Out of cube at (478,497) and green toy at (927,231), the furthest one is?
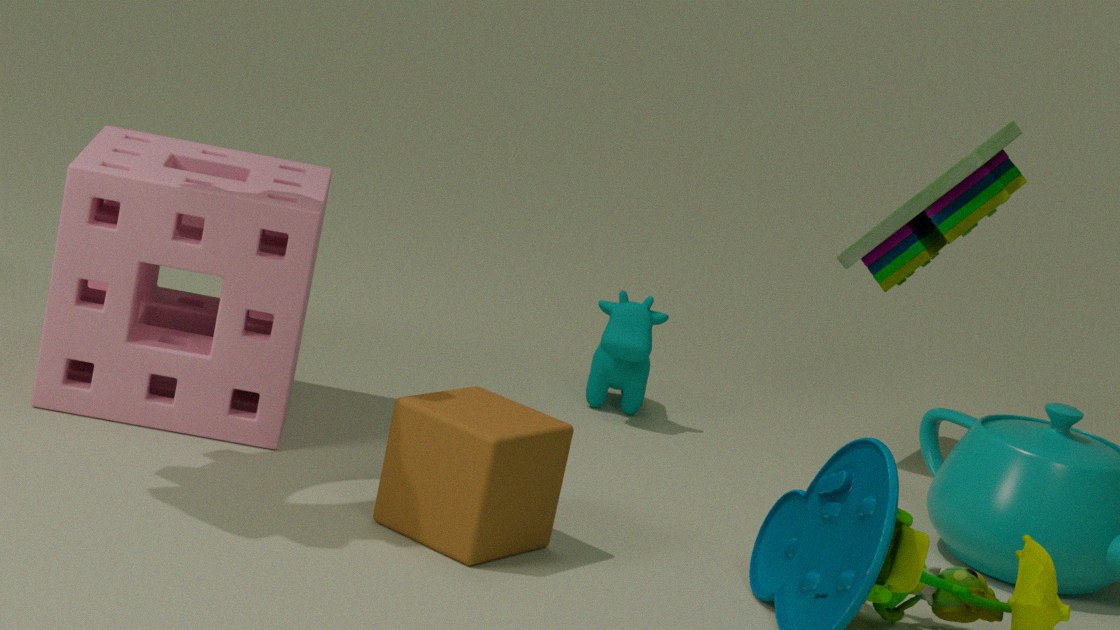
green toy at (927,231)
